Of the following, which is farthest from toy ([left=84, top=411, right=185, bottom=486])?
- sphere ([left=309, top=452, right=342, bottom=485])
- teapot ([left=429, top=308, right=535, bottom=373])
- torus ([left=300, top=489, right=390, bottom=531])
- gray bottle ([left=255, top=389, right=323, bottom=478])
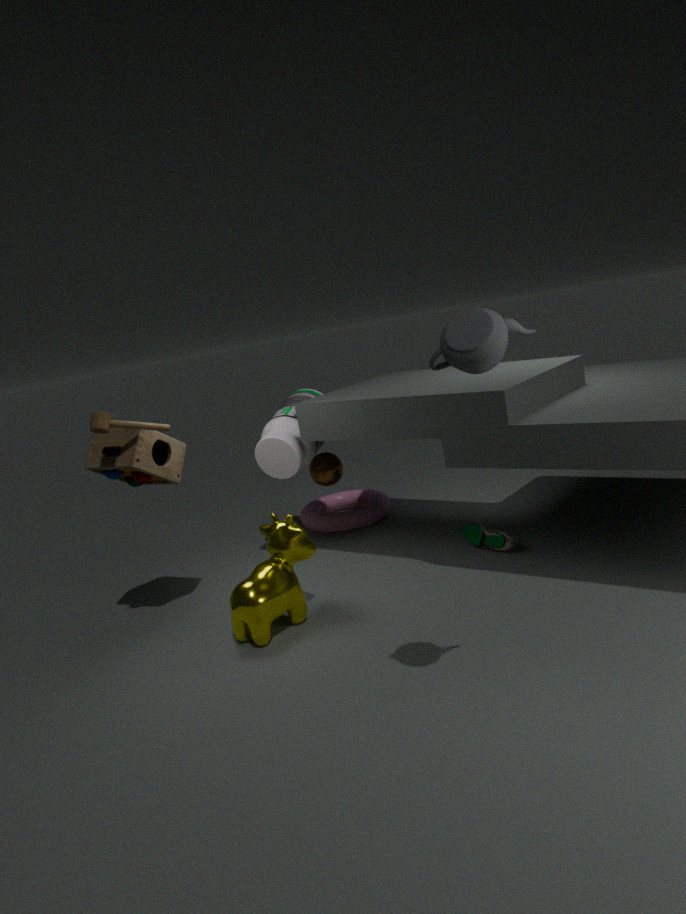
teapot ([left=429, top=308, right=535, bottom=373])
